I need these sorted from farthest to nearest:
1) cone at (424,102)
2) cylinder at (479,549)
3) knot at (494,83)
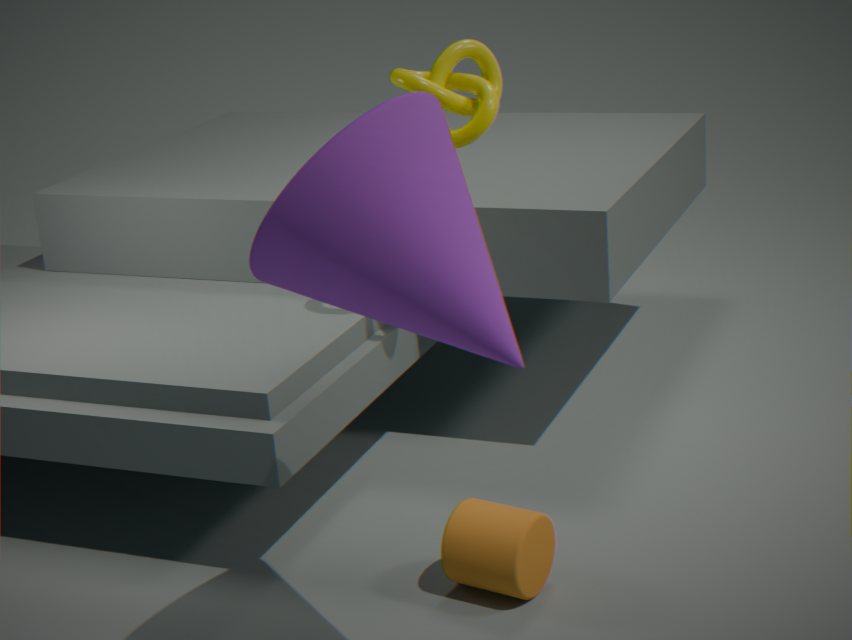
3. knot at (494,83) → 2. cylinder at (479,549) → 1. cone at (424,102)
